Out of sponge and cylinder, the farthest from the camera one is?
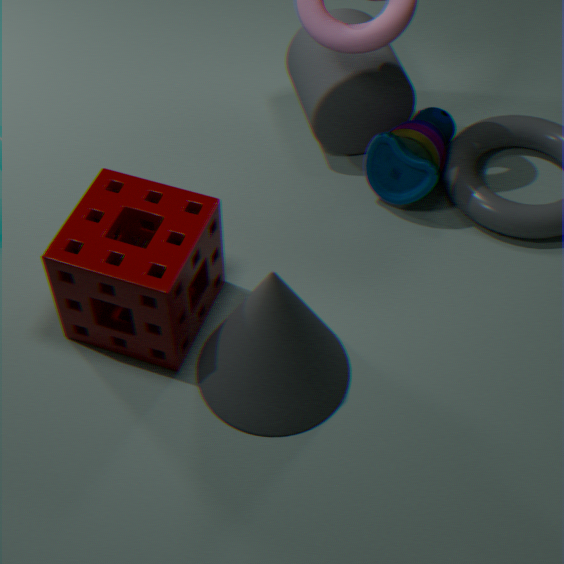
cylinder
